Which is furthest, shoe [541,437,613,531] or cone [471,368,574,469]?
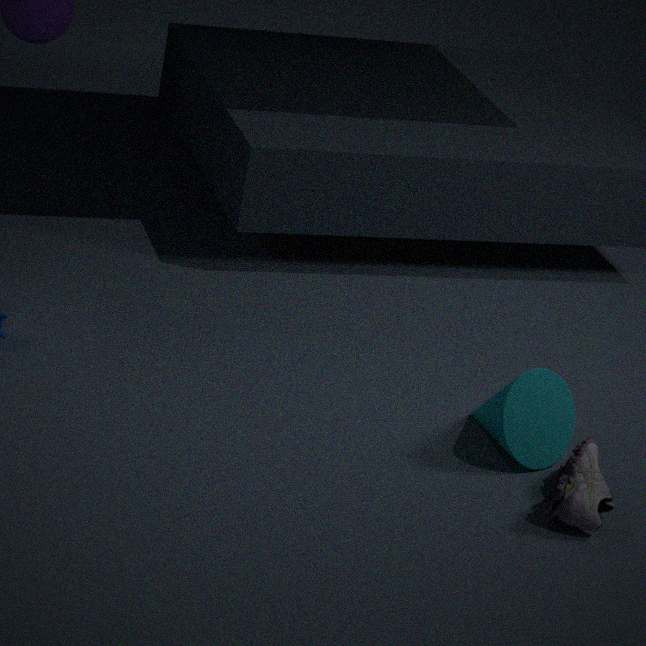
cone [471,368,574,469]
